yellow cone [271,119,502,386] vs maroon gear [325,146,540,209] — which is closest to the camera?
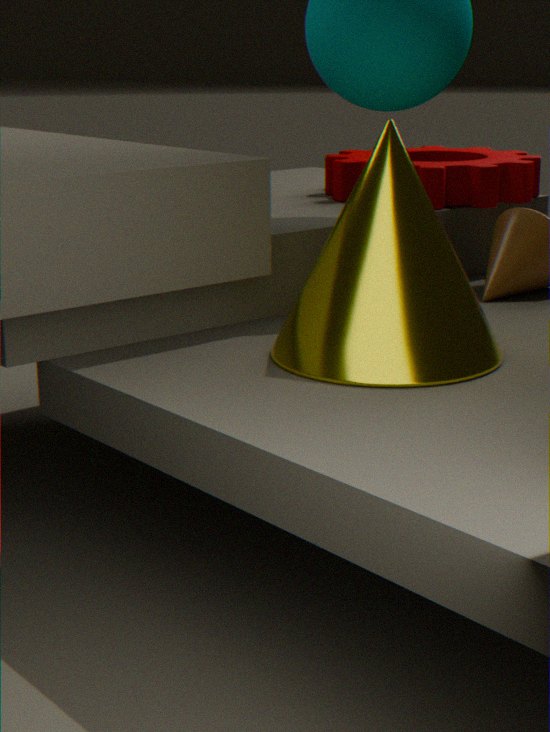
yellow cone [271,119,502,386]
